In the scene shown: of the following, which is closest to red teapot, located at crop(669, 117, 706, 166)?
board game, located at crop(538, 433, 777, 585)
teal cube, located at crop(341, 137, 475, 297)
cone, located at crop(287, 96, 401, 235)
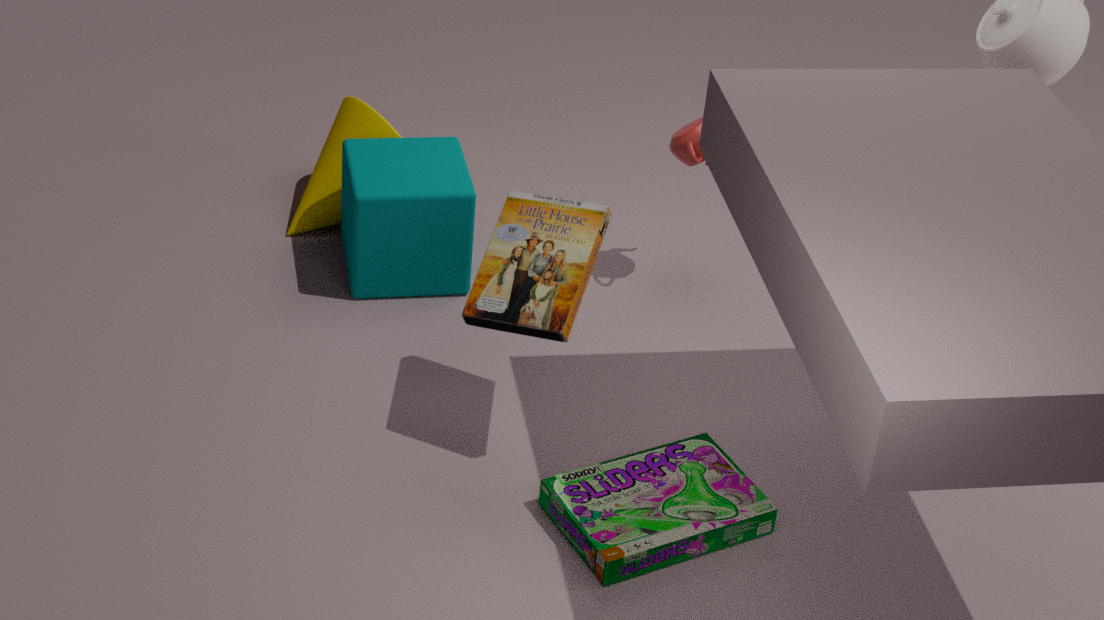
teal cube, located at crop(341, 137, 475, 297)
